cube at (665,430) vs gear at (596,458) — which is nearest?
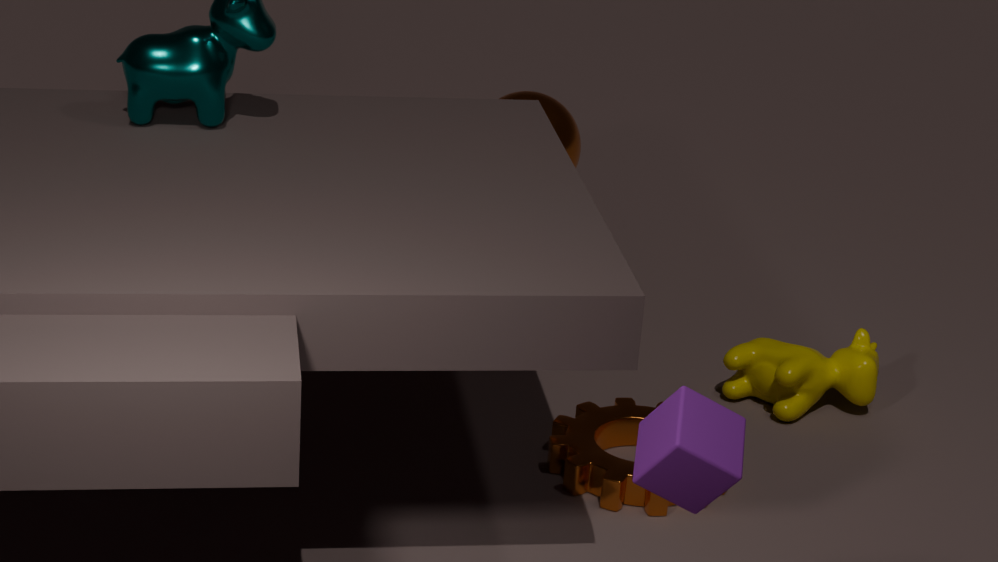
cube at (665,430)
